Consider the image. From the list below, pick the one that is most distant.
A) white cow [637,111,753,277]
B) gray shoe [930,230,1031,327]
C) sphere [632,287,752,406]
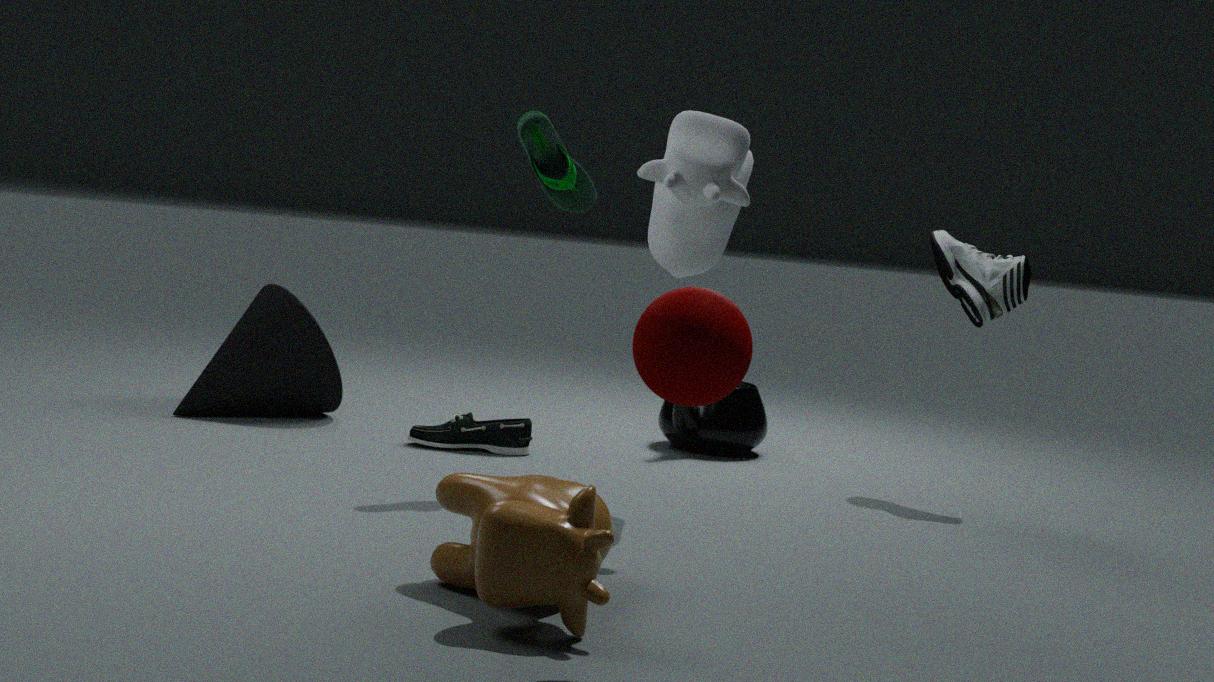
gray shoe [930,230,1031,327]
